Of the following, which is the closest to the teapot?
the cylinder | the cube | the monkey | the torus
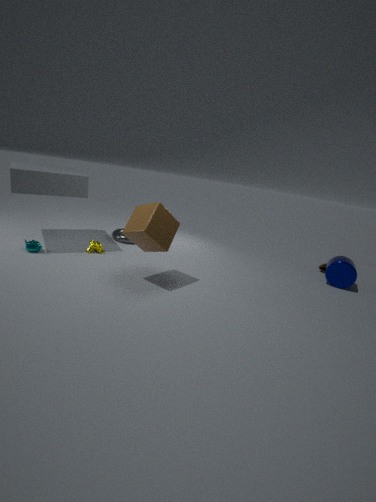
the monkey
